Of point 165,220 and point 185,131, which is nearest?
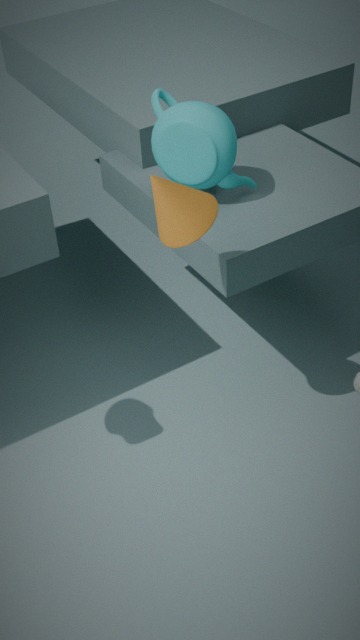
point 165,220
